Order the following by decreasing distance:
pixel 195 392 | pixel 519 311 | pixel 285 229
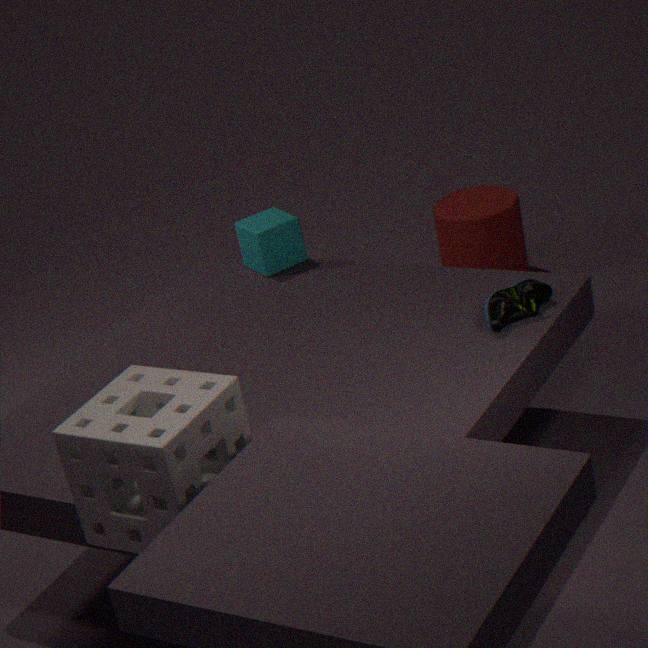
1. pixel 285 229
2. pixel 519 311
3. pixel 195 392
